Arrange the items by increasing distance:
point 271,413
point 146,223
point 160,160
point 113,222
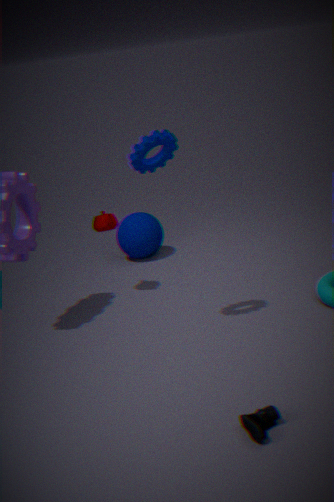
point 271,413 < point 160,160 < point 113,222 < point 146,223
